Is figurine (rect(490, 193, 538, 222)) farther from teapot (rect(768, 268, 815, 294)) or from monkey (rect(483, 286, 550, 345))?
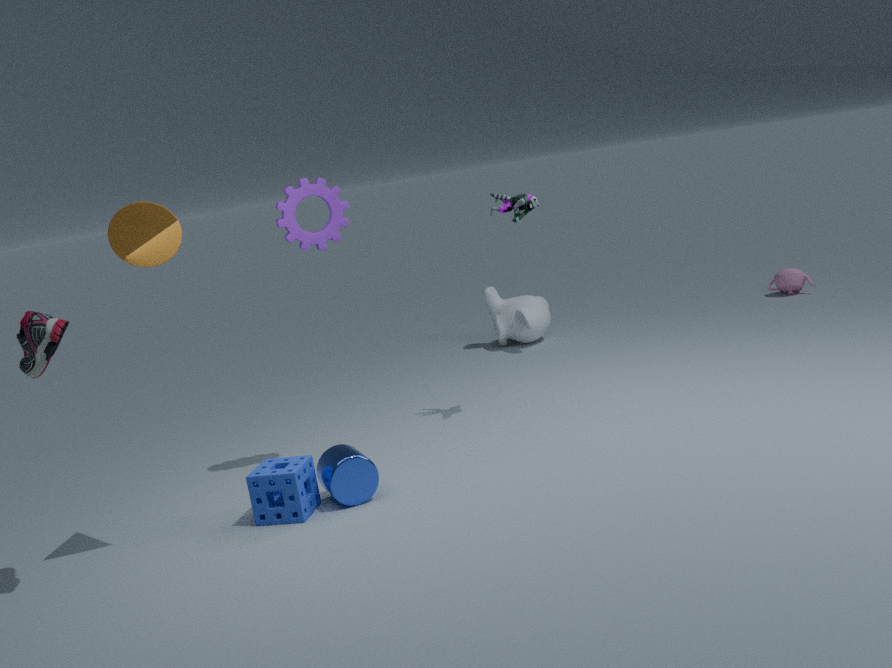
teapot (rect(768, 268, 815, 294))
